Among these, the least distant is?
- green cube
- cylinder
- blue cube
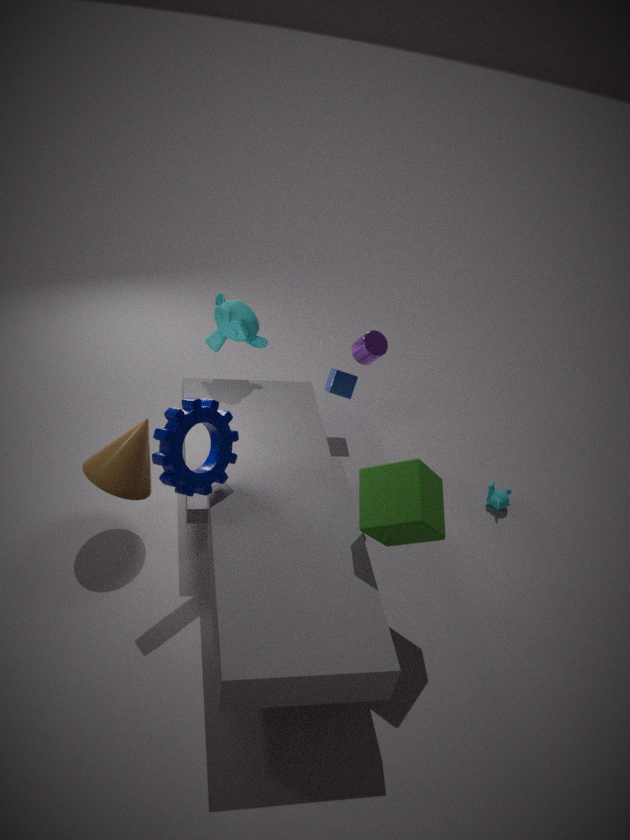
green cube
